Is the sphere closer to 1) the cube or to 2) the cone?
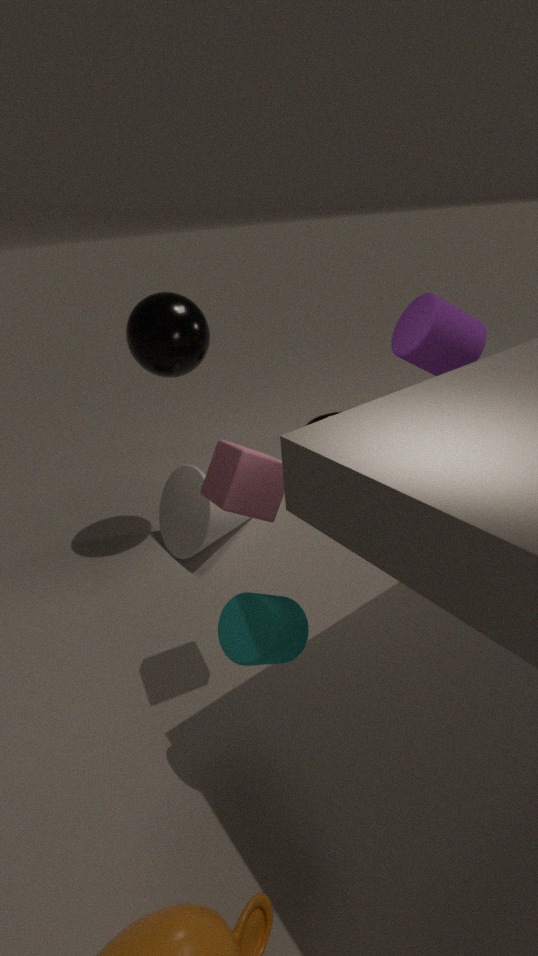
2) the cone
